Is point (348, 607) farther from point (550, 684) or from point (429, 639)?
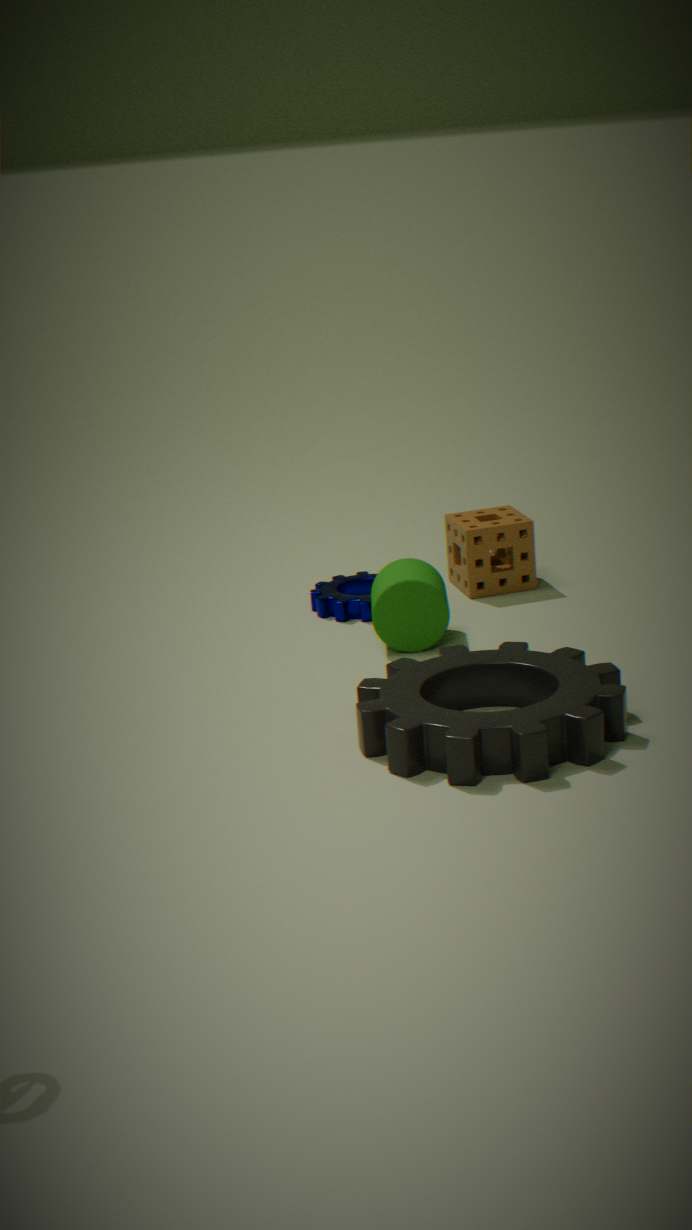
point (550, 684)
